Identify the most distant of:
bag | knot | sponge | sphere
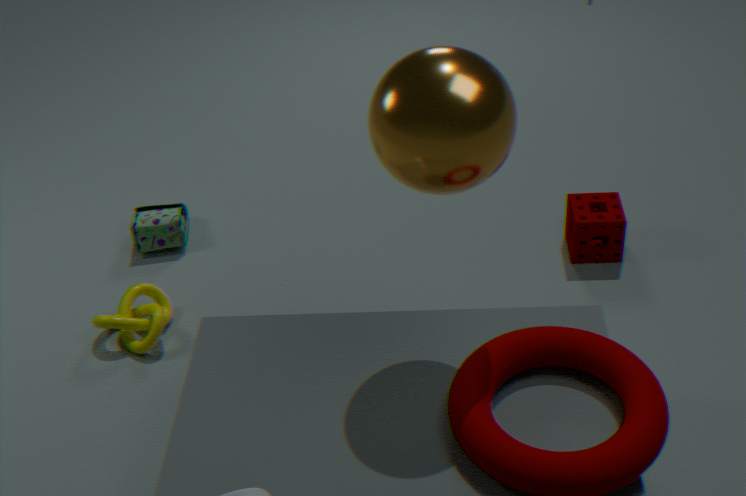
bag
